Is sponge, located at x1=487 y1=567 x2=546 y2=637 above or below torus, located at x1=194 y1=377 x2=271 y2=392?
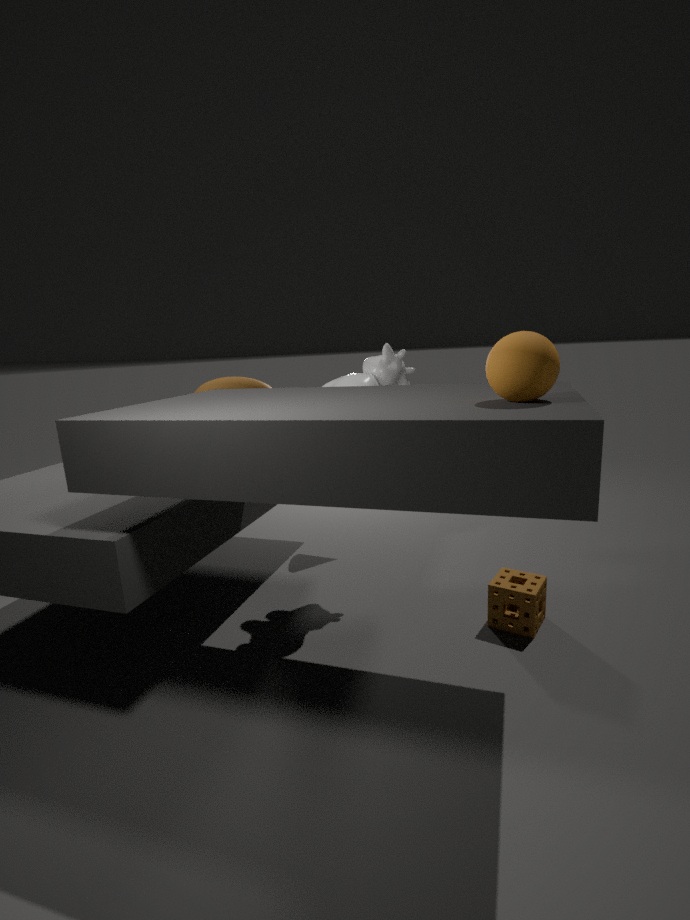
below
